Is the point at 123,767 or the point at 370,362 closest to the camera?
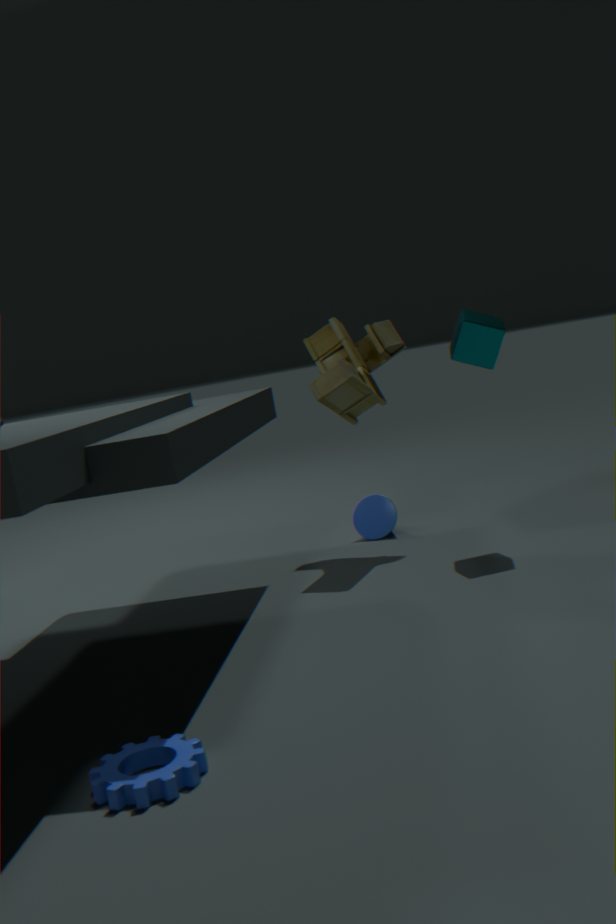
the point at 123,767
